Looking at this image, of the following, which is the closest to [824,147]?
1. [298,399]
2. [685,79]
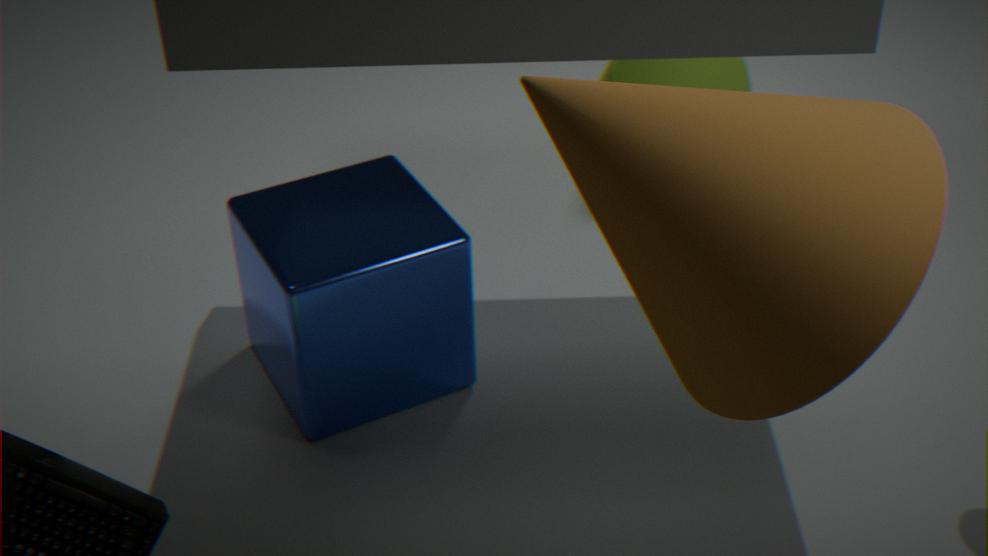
[298,399]
